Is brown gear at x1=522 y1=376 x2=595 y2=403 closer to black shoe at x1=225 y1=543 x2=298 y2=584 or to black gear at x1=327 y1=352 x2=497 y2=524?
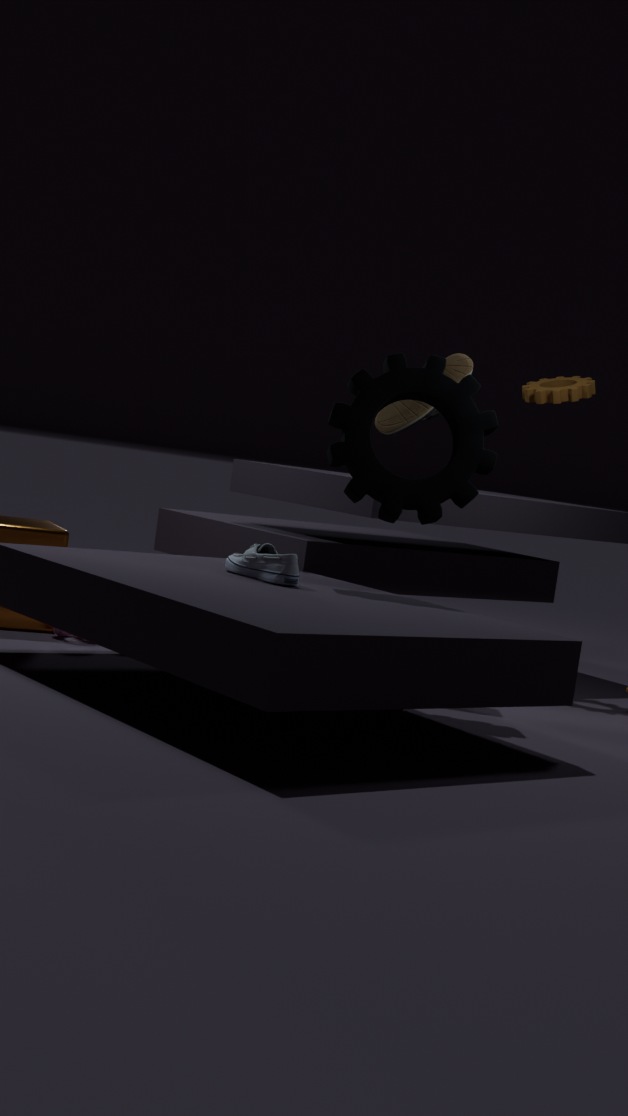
black gear at x1=327 y1=352 x2=497 y2=524
